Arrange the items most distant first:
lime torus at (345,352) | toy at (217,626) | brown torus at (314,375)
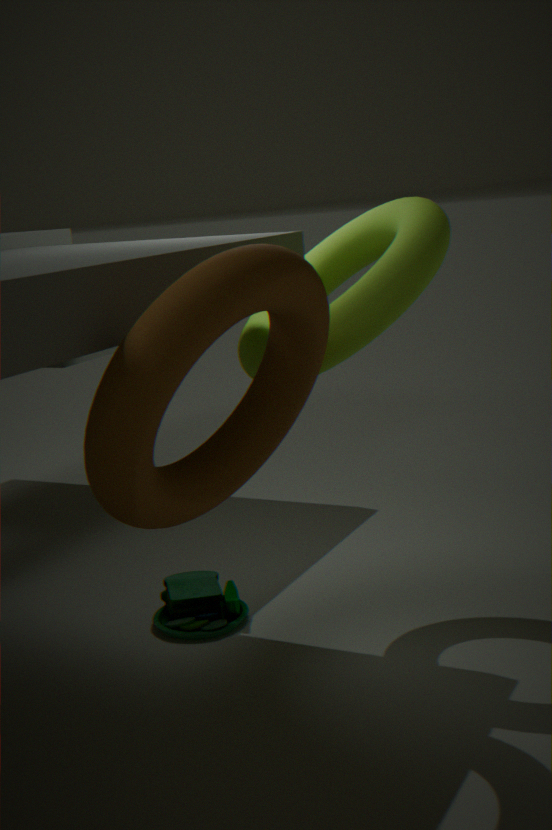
1. toy at (217,626)
2. lime torus at (345,352)
3. brown torus at (314,375)
